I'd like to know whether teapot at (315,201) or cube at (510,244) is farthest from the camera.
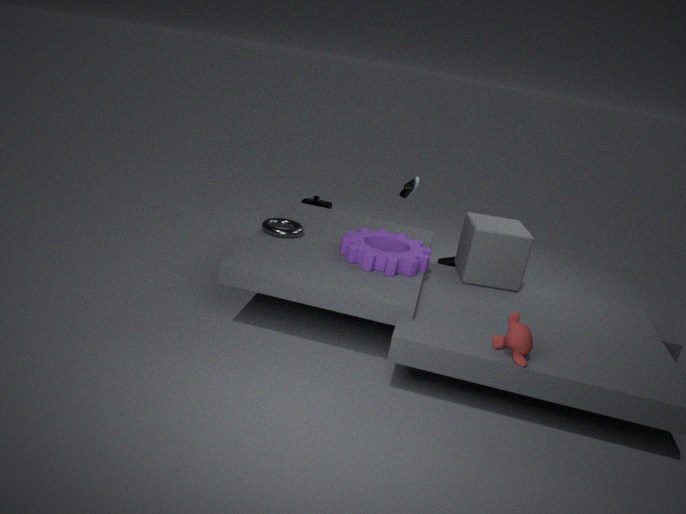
teapot at (315,201)
